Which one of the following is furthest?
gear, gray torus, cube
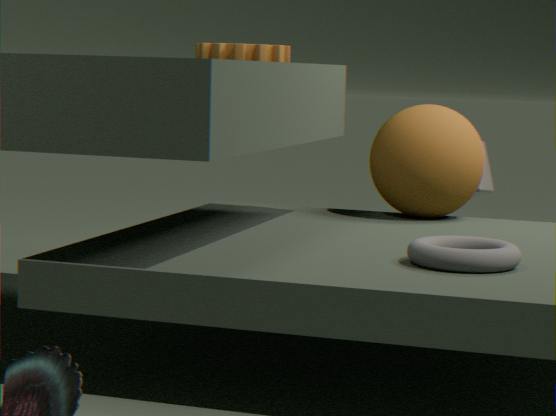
cube
